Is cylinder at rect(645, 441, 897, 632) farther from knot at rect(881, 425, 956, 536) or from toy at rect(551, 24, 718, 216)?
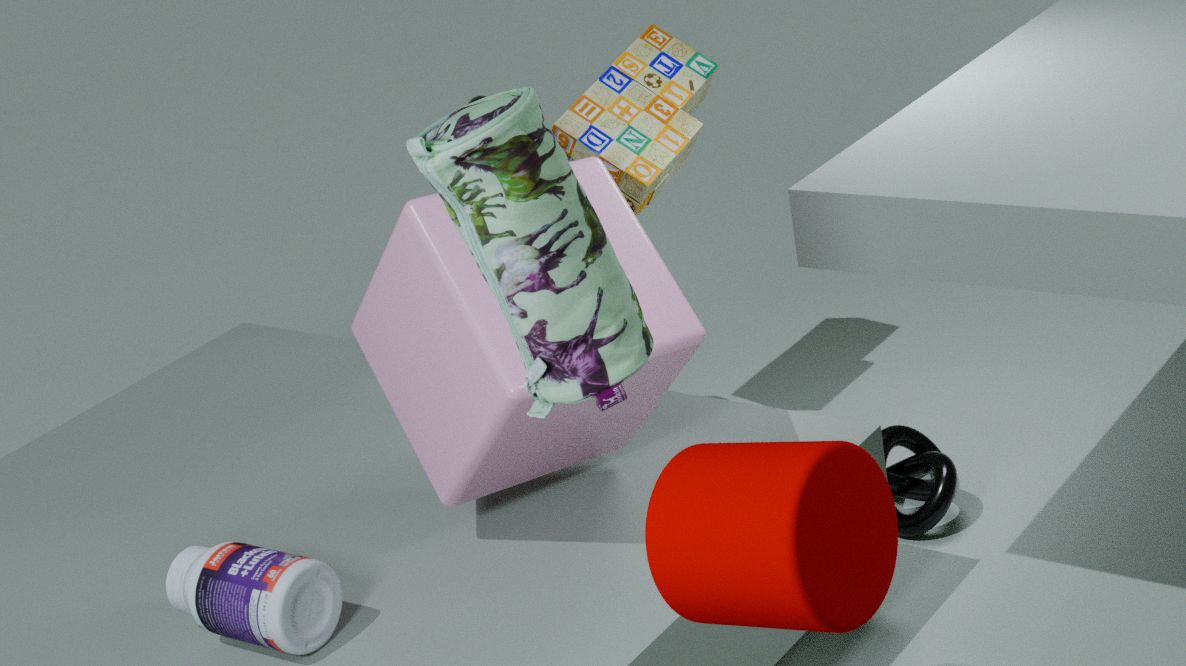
toy at rect(551, 24, 718, 216)
